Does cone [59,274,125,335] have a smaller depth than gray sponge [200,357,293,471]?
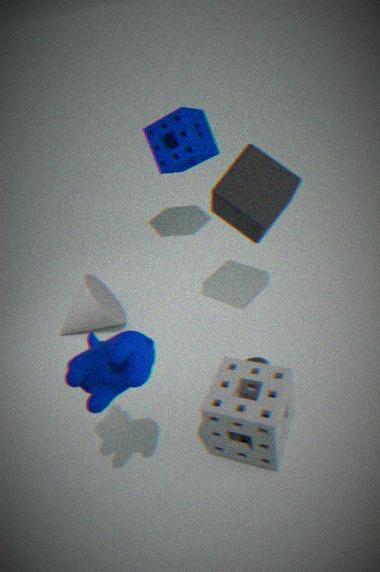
No
